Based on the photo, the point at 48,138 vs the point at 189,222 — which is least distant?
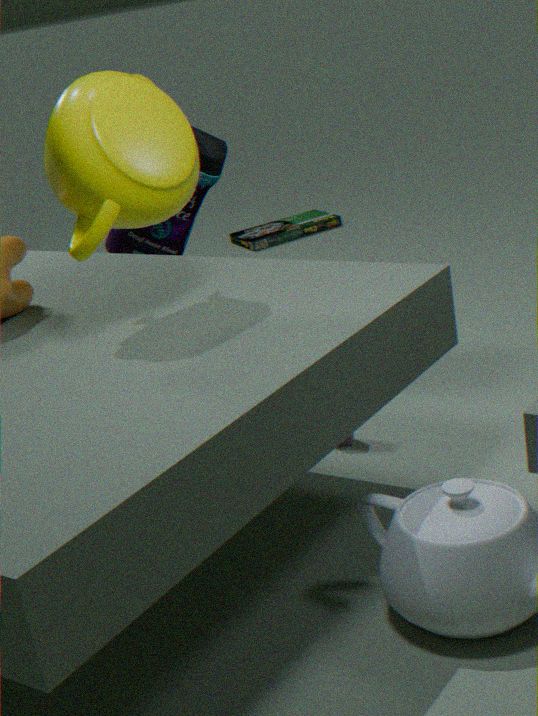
the point at 48,138
